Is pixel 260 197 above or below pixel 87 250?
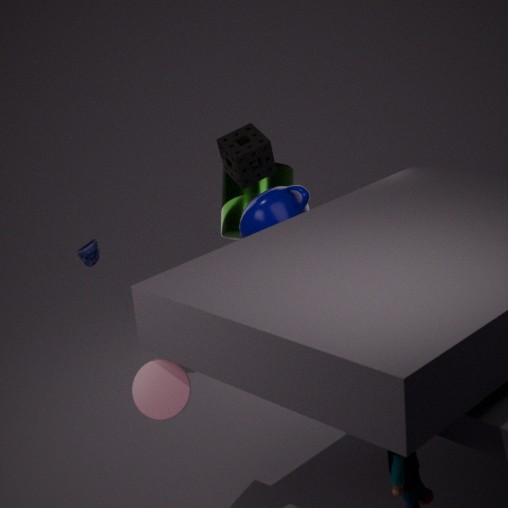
above
